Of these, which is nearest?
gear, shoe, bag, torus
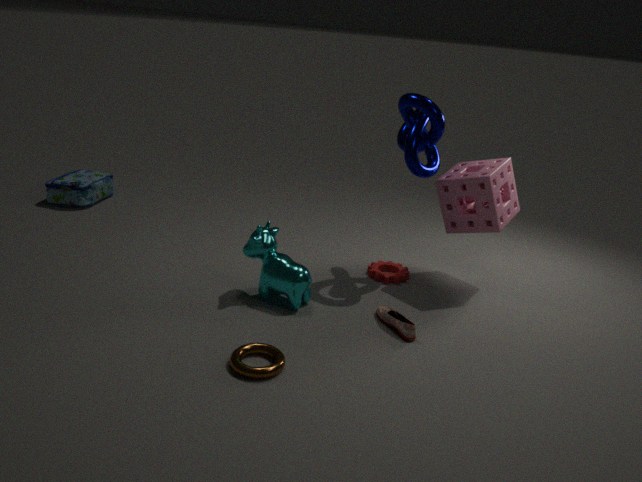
torus
